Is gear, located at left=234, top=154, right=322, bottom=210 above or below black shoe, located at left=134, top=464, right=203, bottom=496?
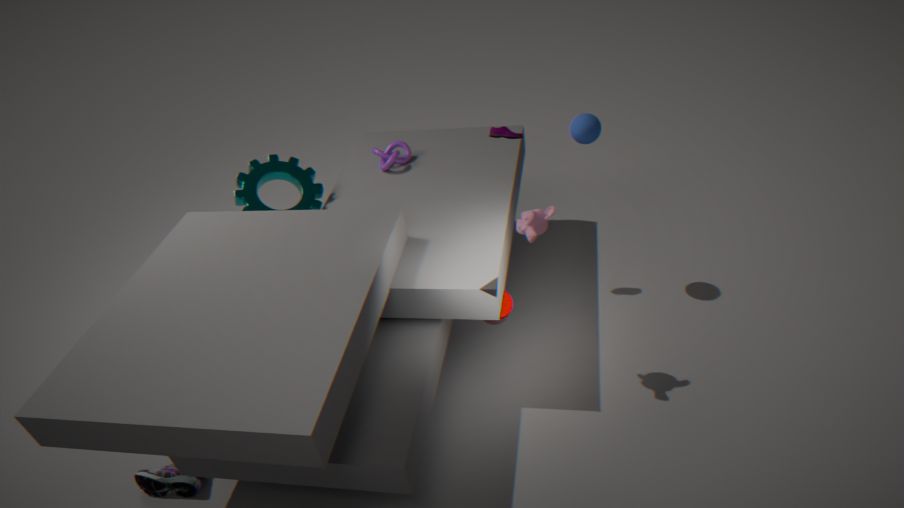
above
